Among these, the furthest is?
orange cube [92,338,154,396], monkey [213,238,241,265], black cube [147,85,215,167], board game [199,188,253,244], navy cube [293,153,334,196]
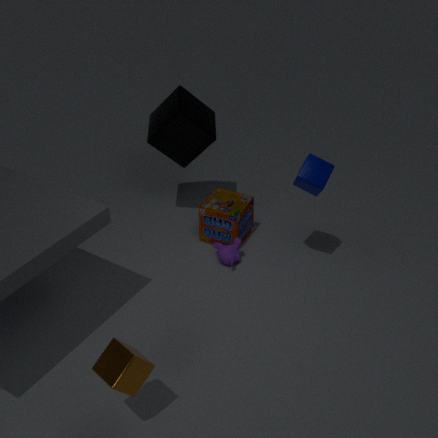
board game [199,188,253,244]
